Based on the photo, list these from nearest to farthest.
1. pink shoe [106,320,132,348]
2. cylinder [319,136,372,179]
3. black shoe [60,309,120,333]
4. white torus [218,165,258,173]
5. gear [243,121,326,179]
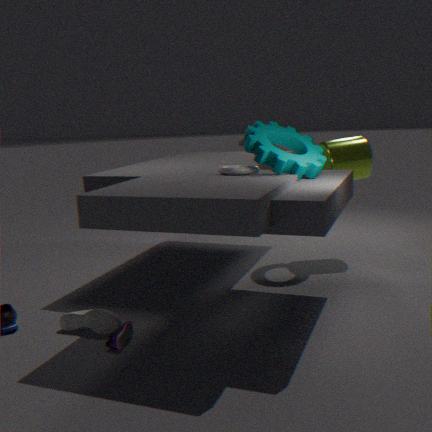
pink shoe [106,320,132,348] < black shoe [60,309,120,333] < gear [243,121,326,179] < white torus [218,165,258,173] < cylinder [319,136,372,179]
